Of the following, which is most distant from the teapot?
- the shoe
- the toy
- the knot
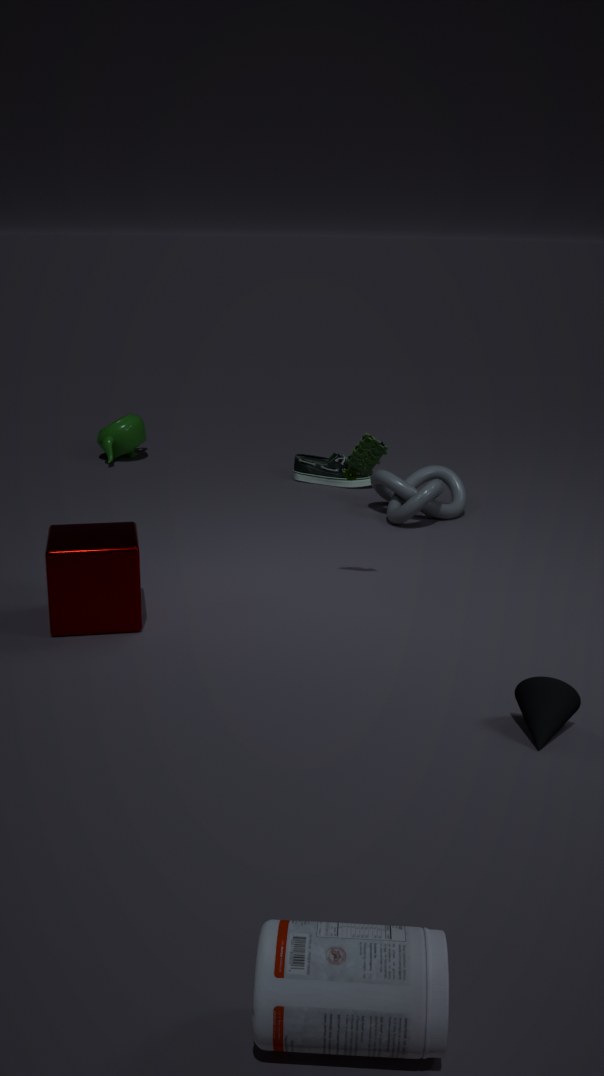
the toy
